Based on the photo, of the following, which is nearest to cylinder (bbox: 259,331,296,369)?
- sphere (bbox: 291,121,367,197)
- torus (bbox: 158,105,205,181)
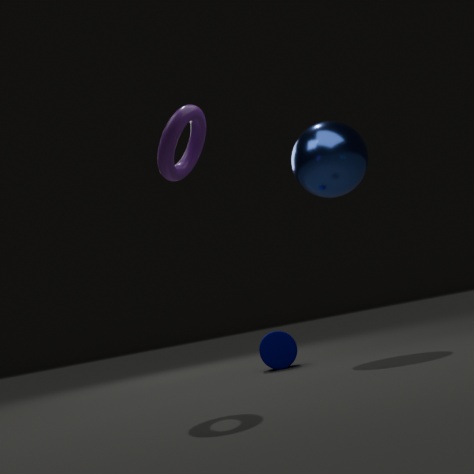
sphere (bbox: 291,121,367,197)
